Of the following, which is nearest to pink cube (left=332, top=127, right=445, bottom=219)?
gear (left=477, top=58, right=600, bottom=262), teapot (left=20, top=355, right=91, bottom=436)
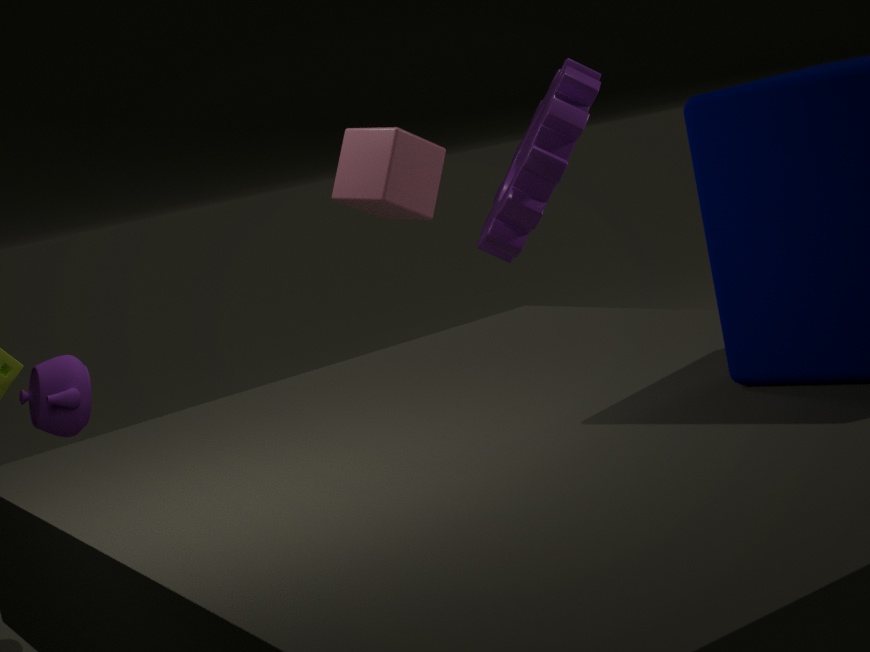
gear (left=477, top=58, right=600, bottom=262)
